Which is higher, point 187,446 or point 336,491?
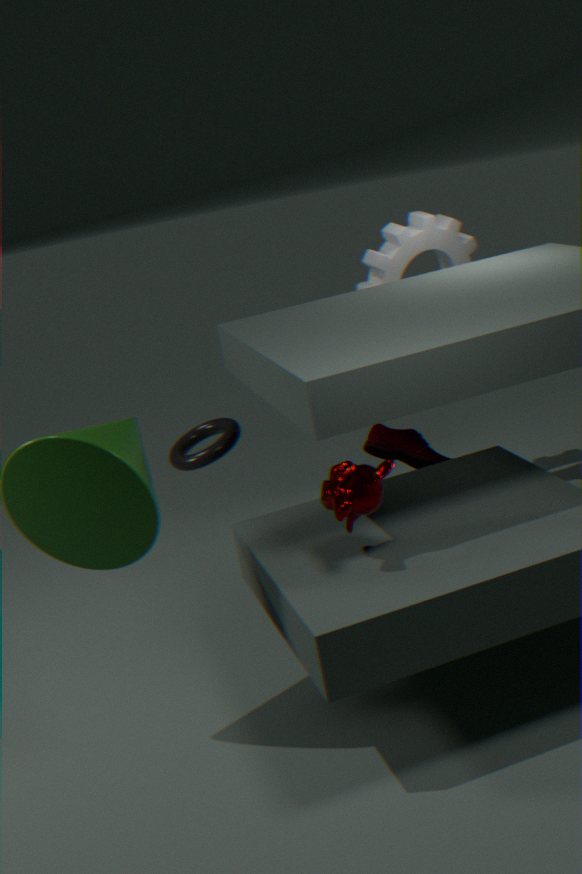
point 336,491
